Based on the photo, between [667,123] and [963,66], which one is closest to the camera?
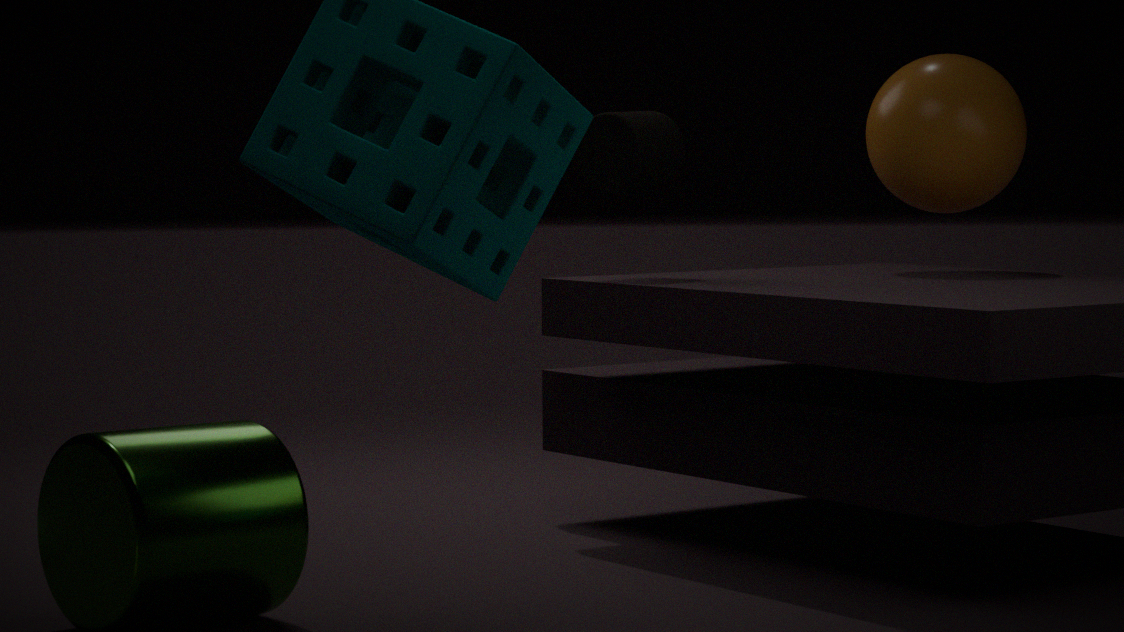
[667,123]
